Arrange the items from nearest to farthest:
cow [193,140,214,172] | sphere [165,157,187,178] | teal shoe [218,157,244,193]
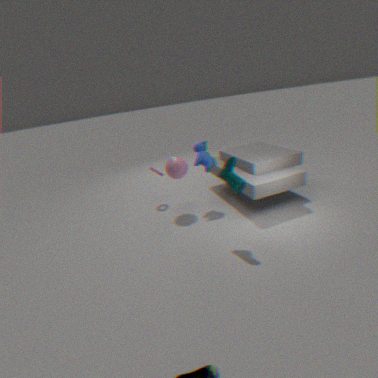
teal shoe [218,157,244,193], sphere [165,157,187,178], cow [193,140,214,172]
